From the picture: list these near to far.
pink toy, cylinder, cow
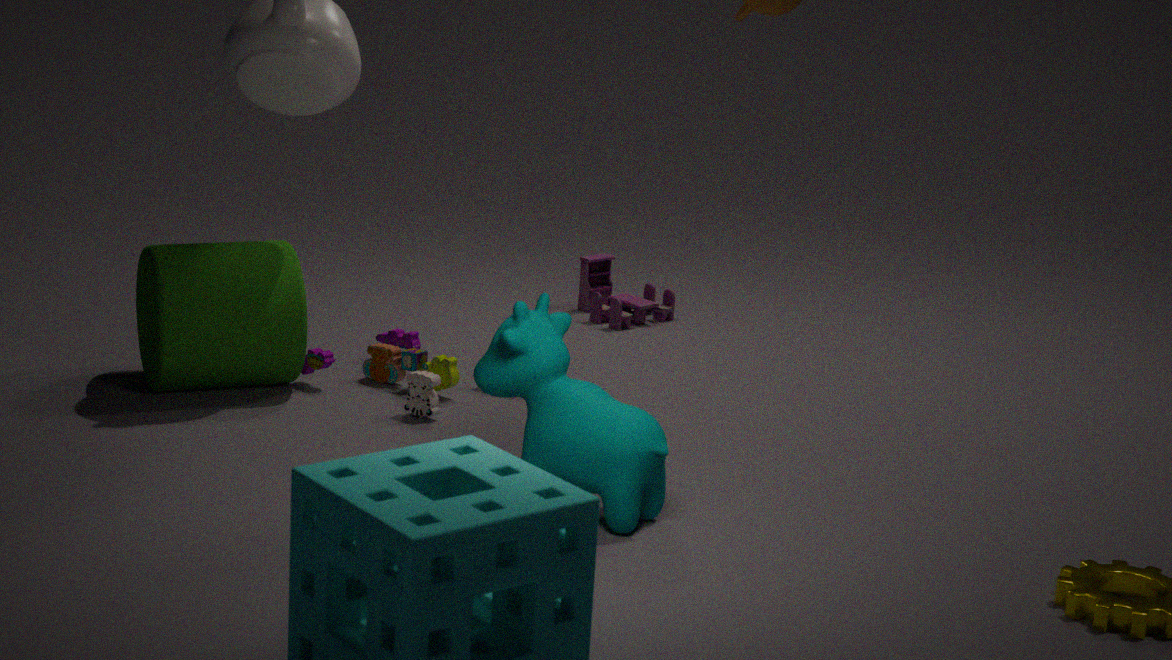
cow, cylinder, pink toy
